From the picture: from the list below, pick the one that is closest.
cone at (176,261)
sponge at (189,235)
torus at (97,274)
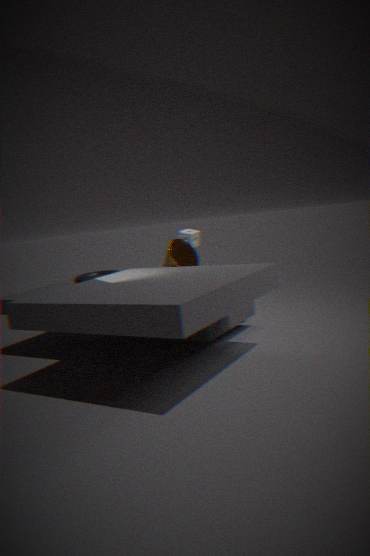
torus at (97,274)
